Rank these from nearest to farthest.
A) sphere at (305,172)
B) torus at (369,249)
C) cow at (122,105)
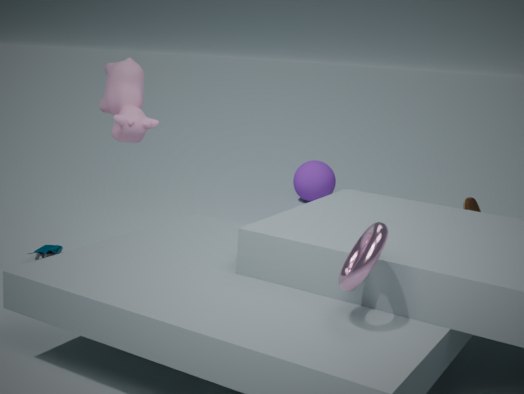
torus at (369,249)
cow at (122,105)
sphere at (305,172)
